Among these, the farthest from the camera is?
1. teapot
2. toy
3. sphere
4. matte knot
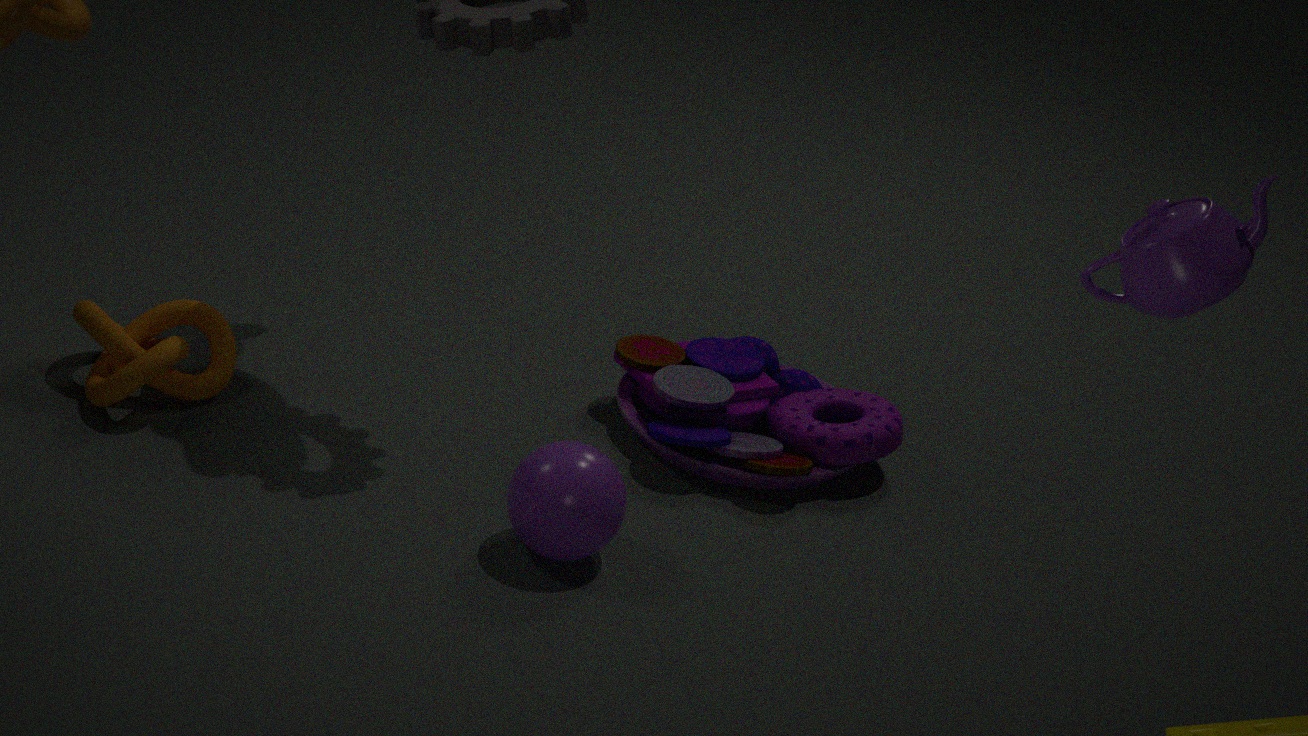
toy
